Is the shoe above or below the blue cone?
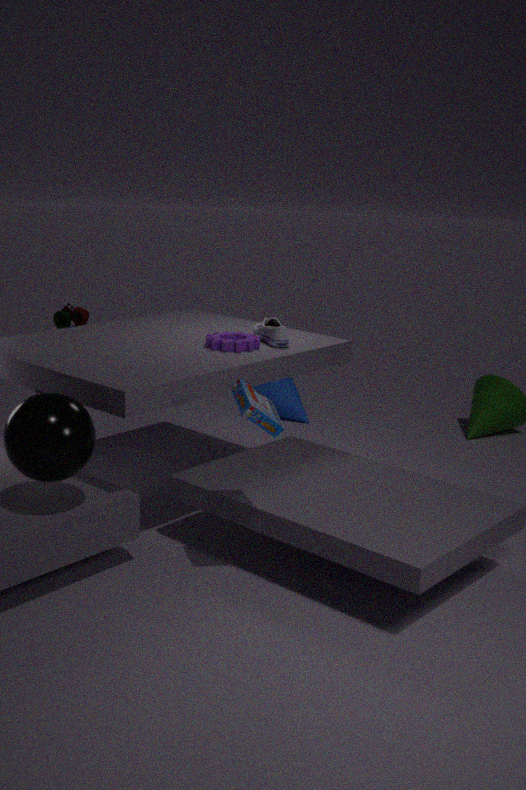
above
